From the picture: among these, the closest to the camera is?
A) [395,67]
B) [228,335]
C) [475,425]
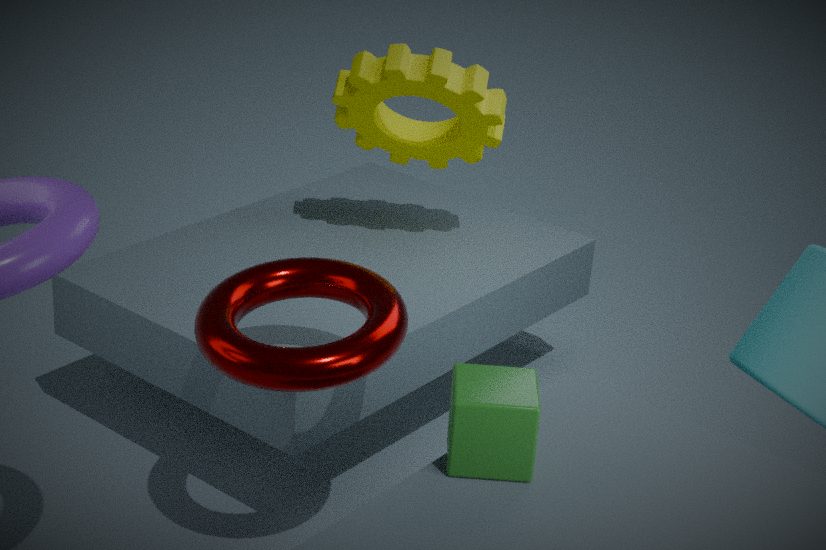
[475,425]
